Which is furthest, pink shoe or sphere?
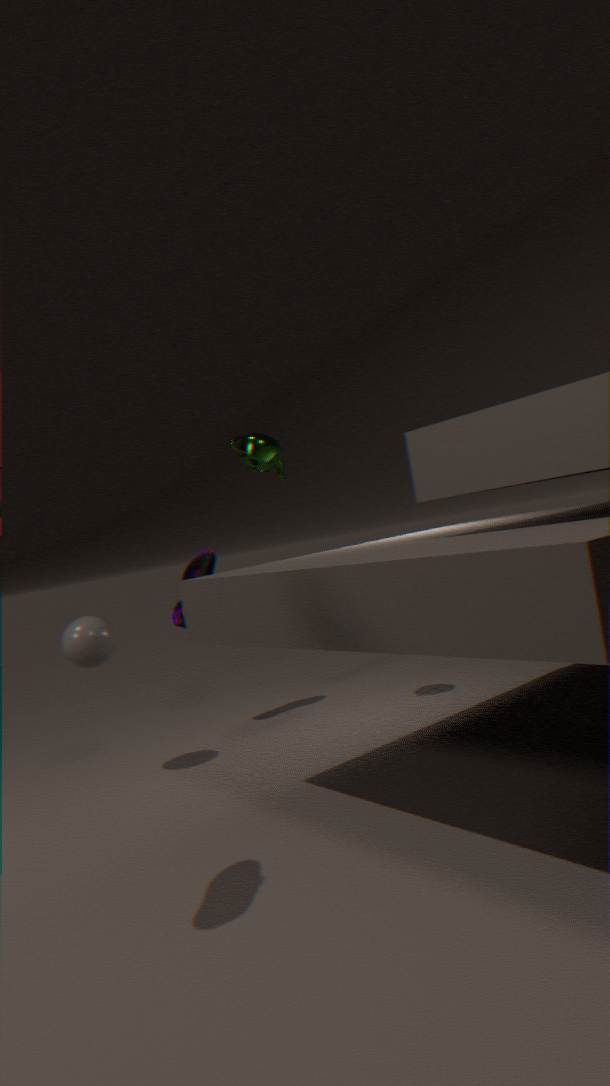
pink shoe
